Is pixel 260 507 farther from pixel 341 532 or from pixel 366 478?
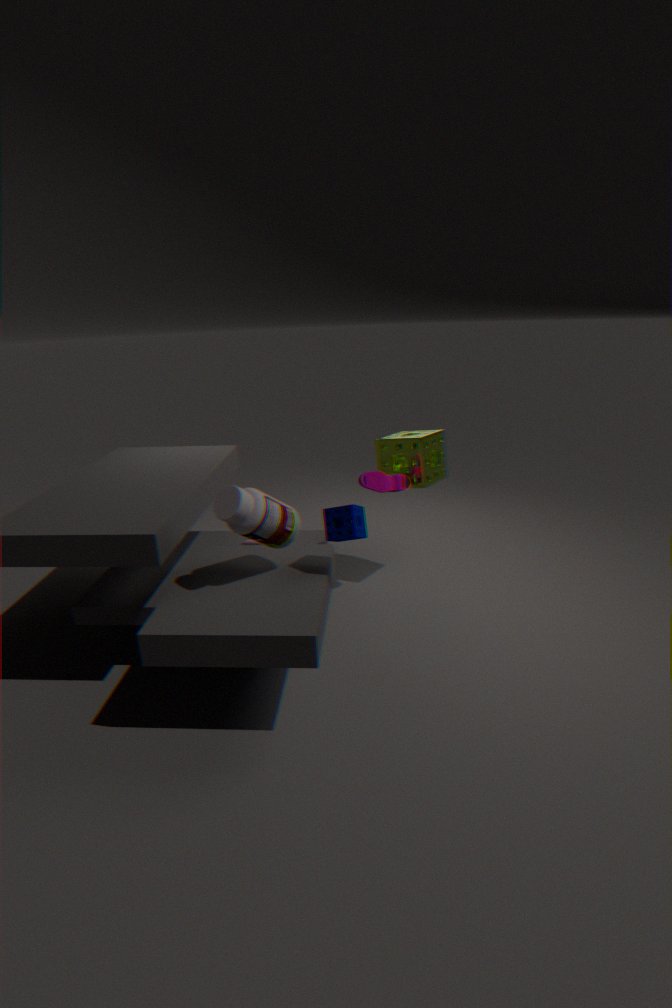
pixel 366 478
